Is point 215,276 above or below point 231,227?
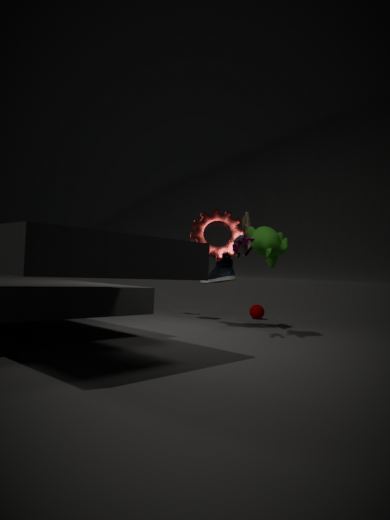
below
